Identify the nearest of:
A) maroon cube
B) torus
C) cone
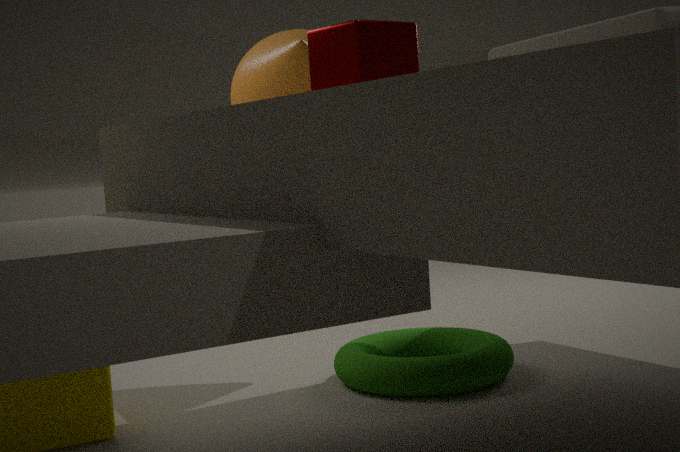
maroon cube
